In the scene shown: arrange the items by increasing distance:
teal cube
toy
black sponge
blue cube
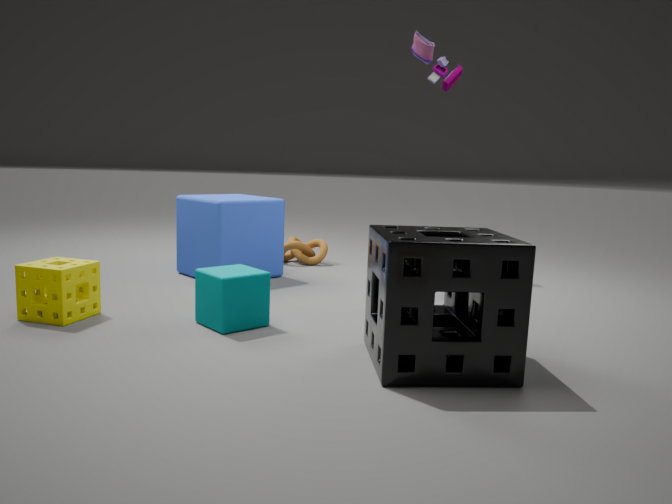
black sponge
teal cube
blue cube
toy
